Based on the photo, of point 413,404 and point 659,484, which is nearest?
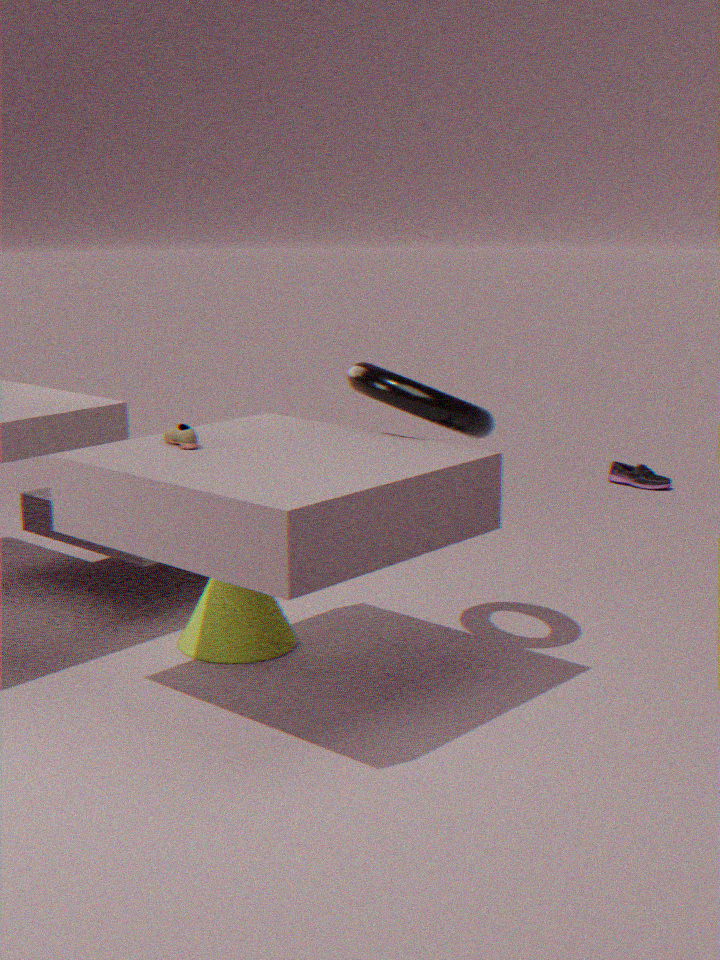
point 413,404
